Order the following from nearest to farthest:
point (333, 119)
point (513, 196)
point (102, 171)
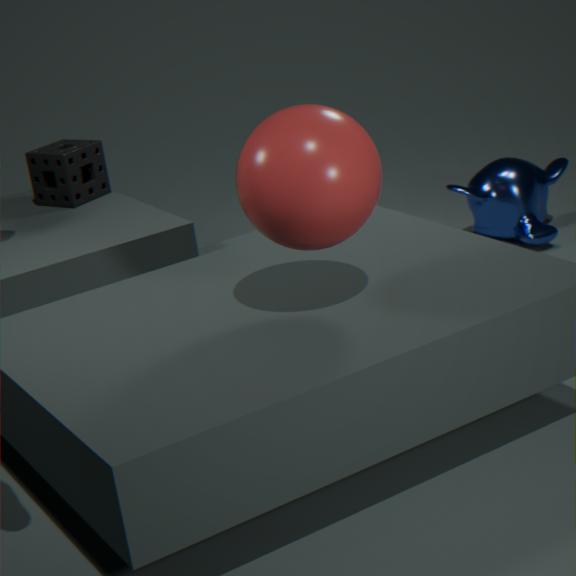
1. point (333, 119)
2. point (102, 171)
3. point (513, 196)
